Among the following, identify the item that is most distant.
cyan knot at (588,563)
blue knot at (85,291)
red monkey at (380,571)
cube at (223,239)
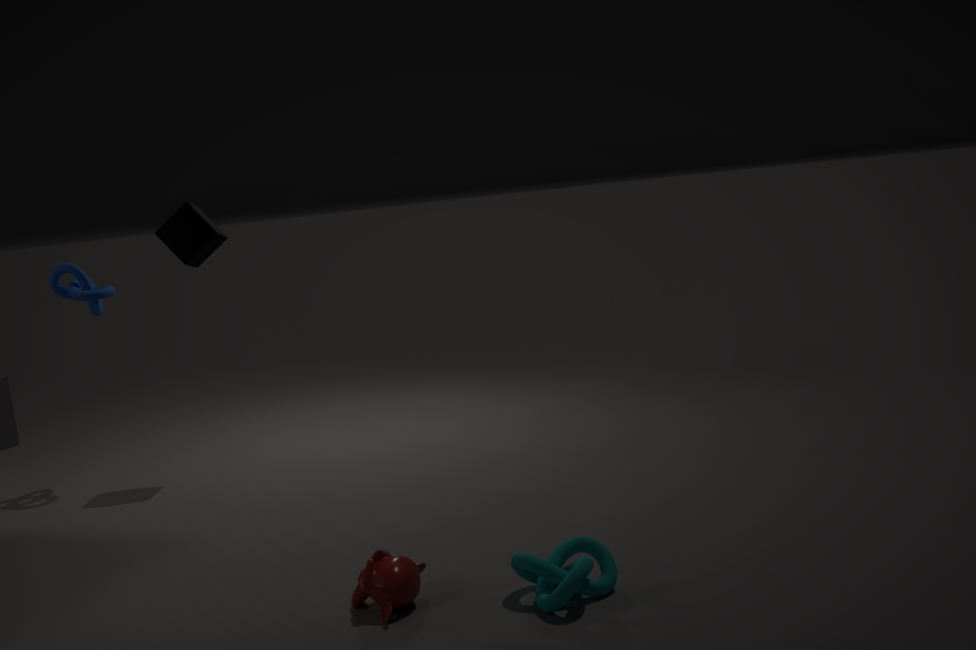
blue knot at (85,291)
